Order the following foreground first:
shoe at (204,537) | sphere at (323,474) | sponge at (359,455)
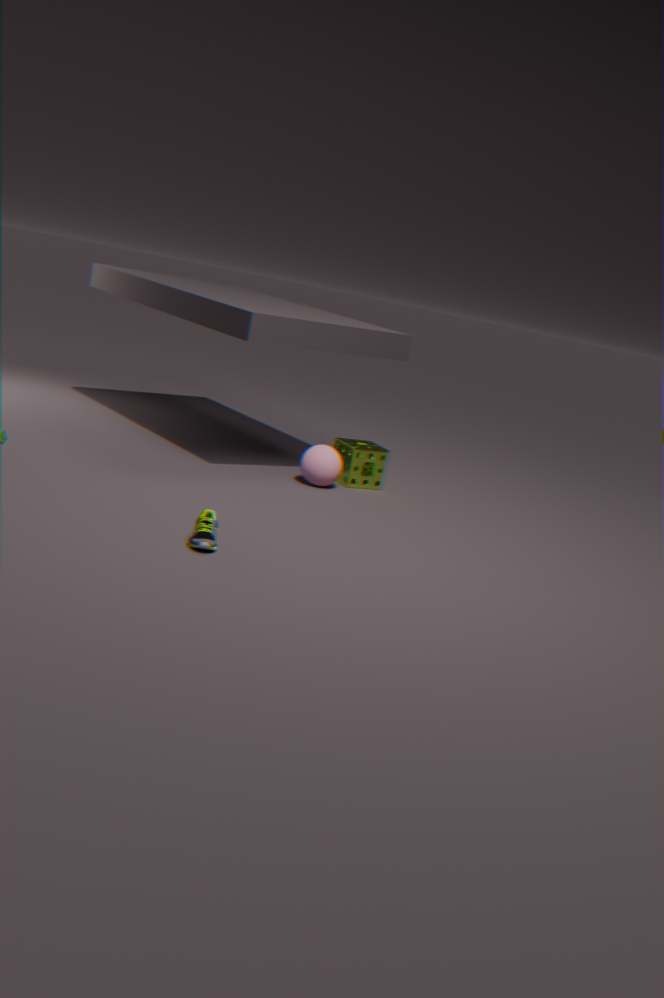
shoe at (204,537), sphere at (323,474), sponge at (359,455)
